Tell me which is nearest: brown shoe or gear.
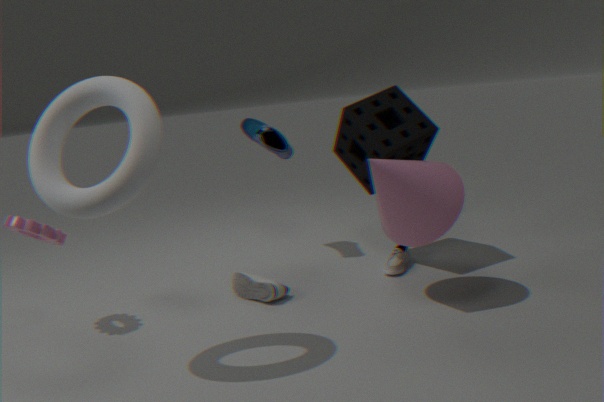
gear
